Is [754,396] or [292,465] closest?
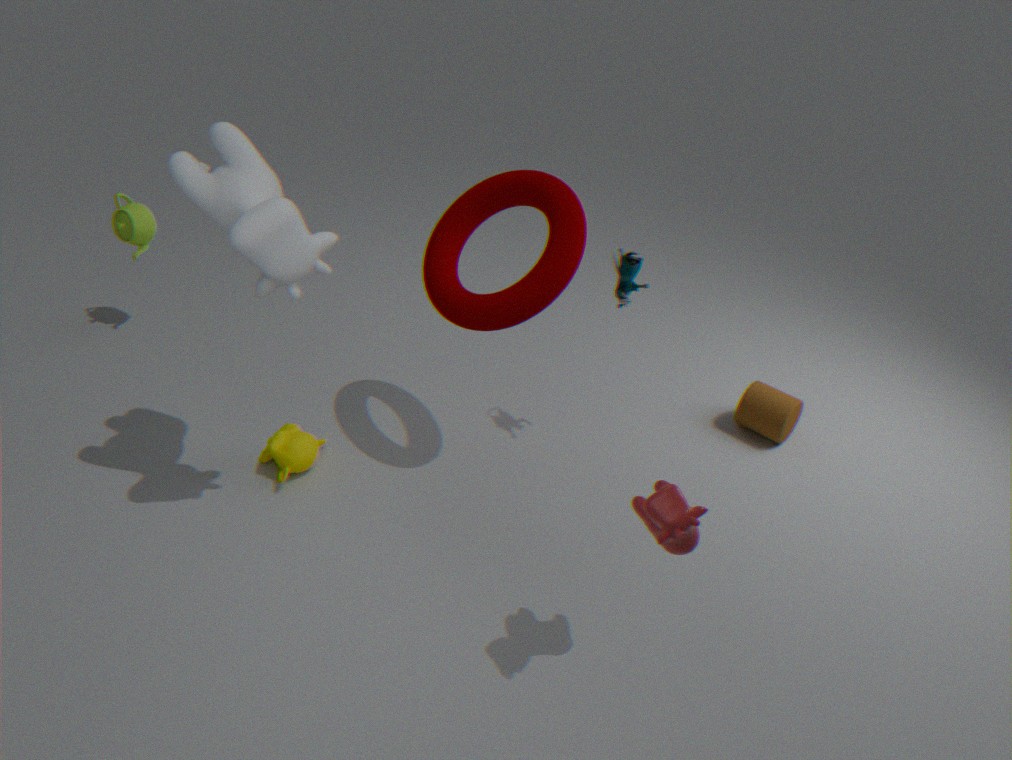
[292,465]
